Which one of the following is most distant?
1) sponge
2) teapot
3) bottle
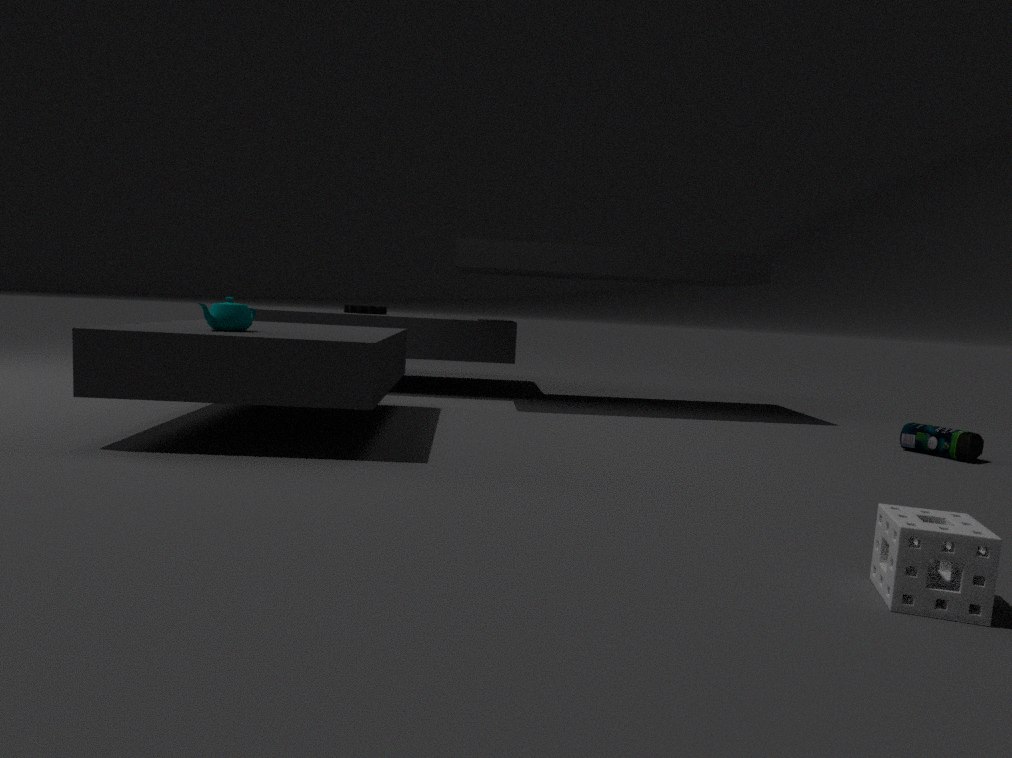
3. bottle
